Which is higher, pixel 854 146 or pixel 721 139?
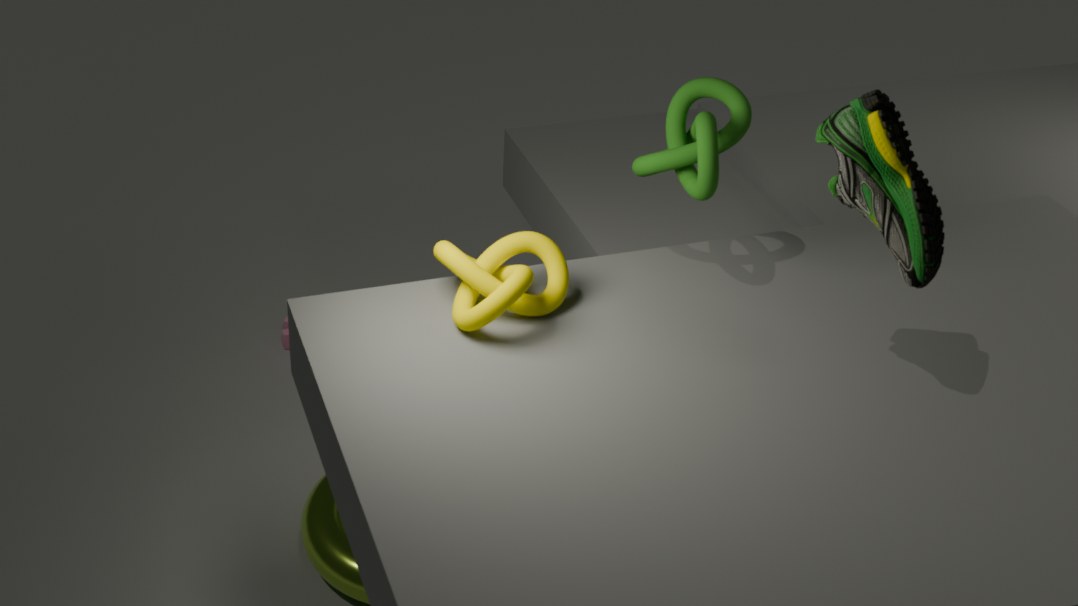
pixel 854 146
